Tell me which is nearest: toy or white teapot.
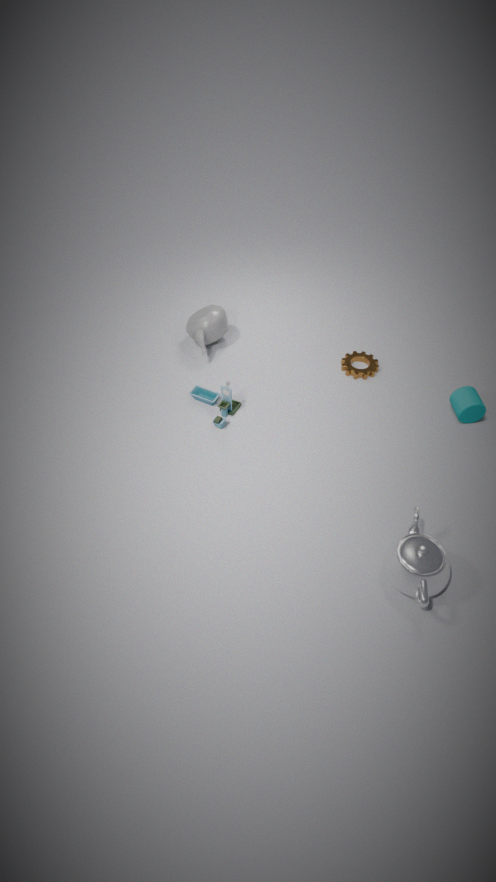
white teapot
